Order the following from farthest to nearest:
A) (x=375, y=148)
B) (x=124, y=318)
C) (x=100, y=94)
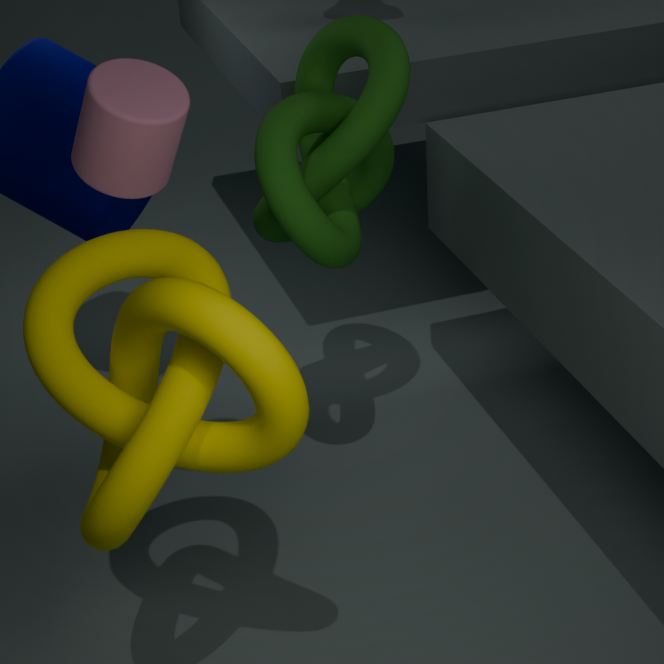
(x=375, y=148) < (x=100, y=94) < (x=124, y=318)
